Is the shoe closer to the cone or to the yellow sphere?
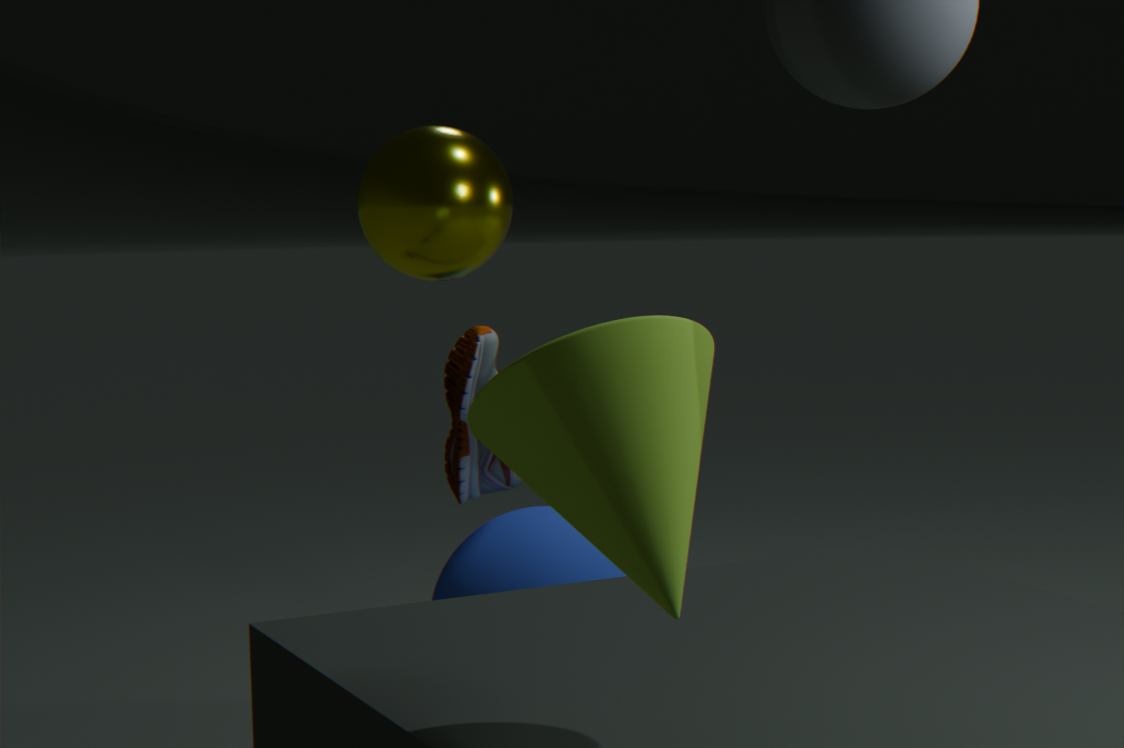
the yellow sphere
